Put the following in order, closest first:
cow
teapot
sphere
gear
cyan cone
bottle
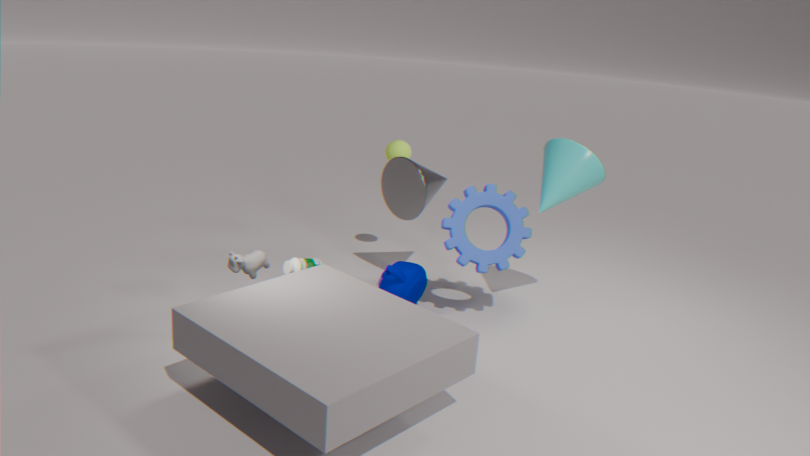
1. cow
2. bottle
3. teapot
4. gear
5. cyan cone
6. sphere
